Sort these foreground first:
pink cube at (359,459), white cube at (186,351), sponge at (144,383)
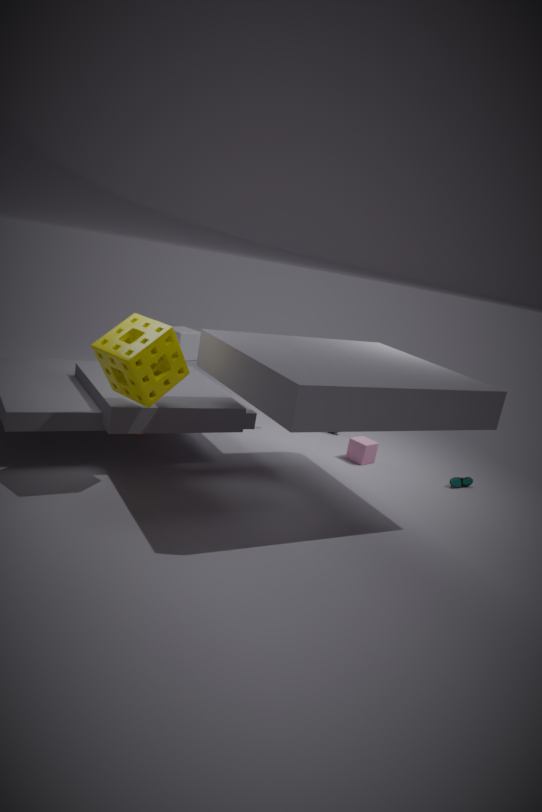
sponge at (144,383)
pink cube at (359,459)
white cube at (186,351)
